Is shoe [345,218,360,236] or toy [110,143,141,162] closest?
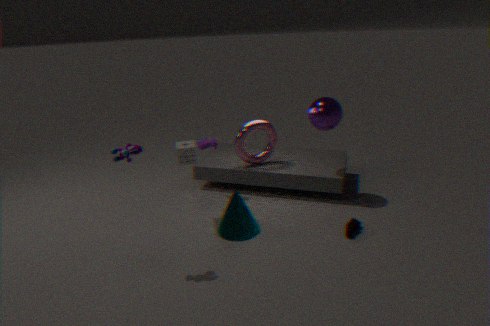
toy [110,143,141,162]
